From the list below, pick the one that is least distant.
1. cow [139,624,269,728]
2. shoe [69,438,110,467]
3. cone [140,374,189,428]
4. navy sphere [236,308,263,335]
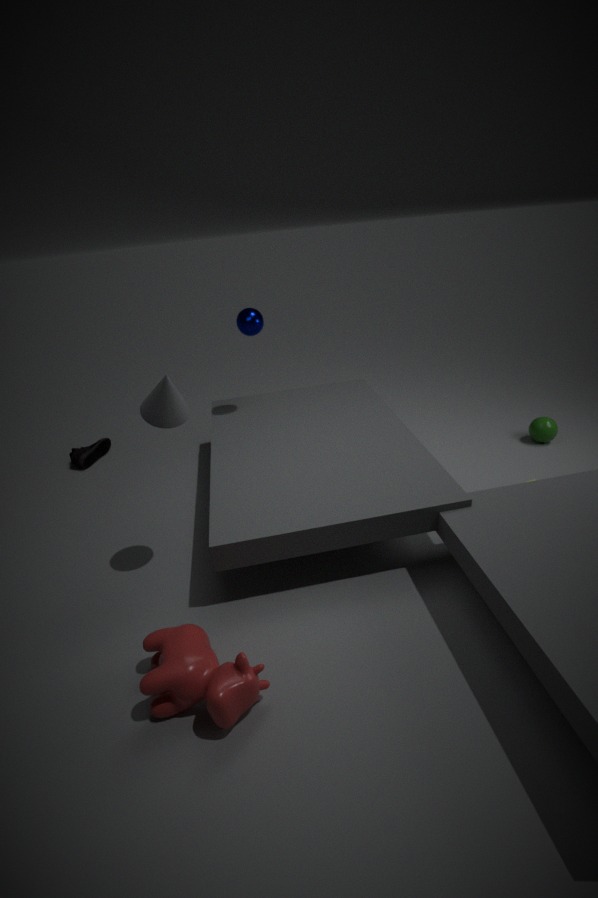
cow [139,624,269,728]
